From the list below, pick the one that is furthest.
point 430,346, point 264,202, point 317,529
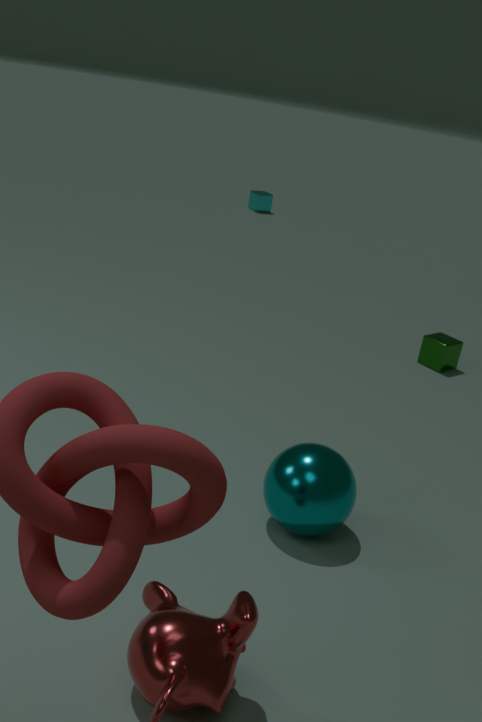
point 264,202
